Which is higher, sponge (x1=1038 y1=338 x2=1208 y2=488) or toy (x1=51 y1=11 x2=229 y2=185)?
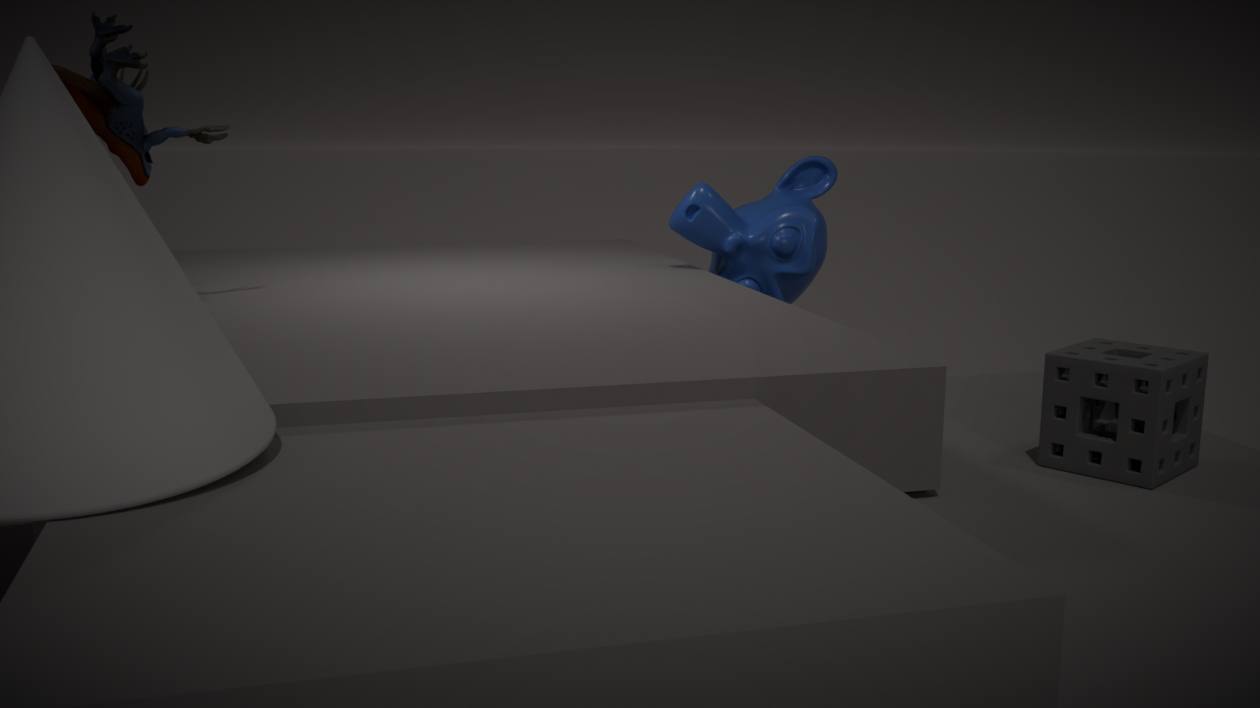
toy (x1=51 y1=11 x2=229 y2=185)
